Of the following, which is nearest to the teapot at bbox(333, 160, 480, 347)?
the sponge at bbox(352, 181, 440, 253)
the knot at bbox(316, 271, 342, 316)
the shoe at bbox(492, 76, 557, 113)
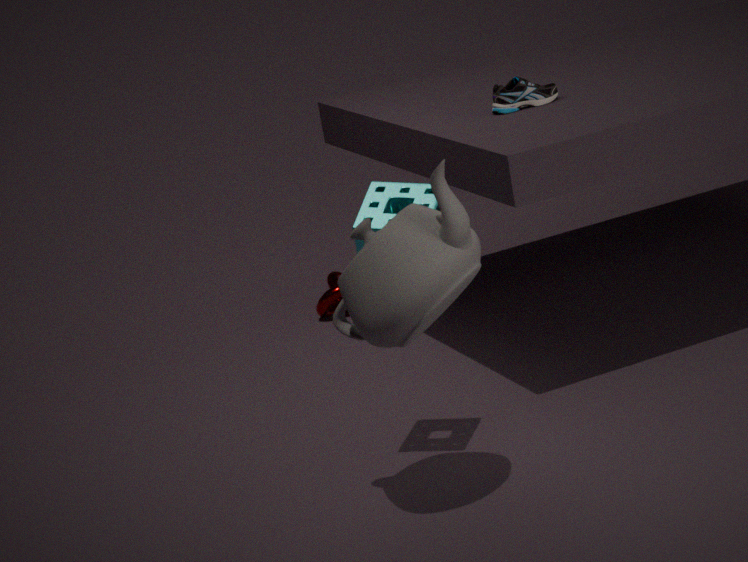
the sponge at bbox(352, 181, 440, 253)
